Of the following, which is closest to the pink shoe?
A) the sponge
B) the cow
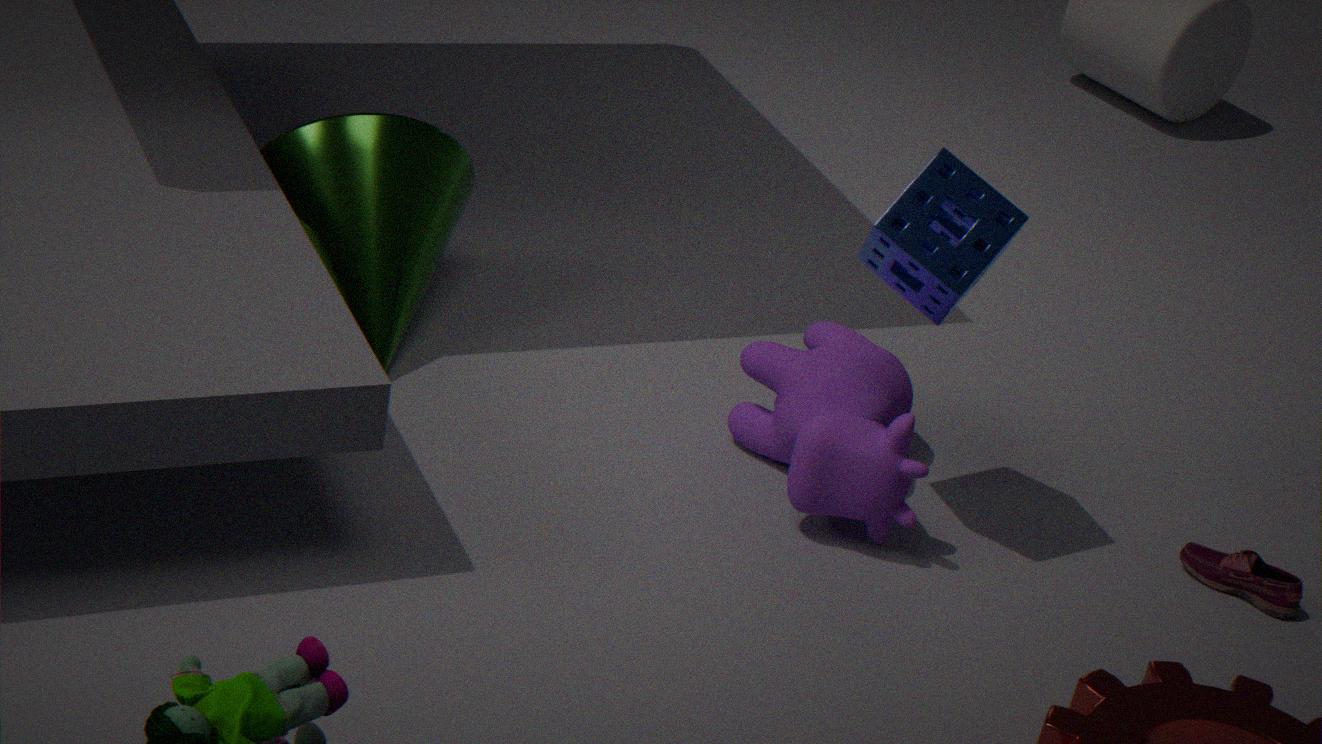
the cow
